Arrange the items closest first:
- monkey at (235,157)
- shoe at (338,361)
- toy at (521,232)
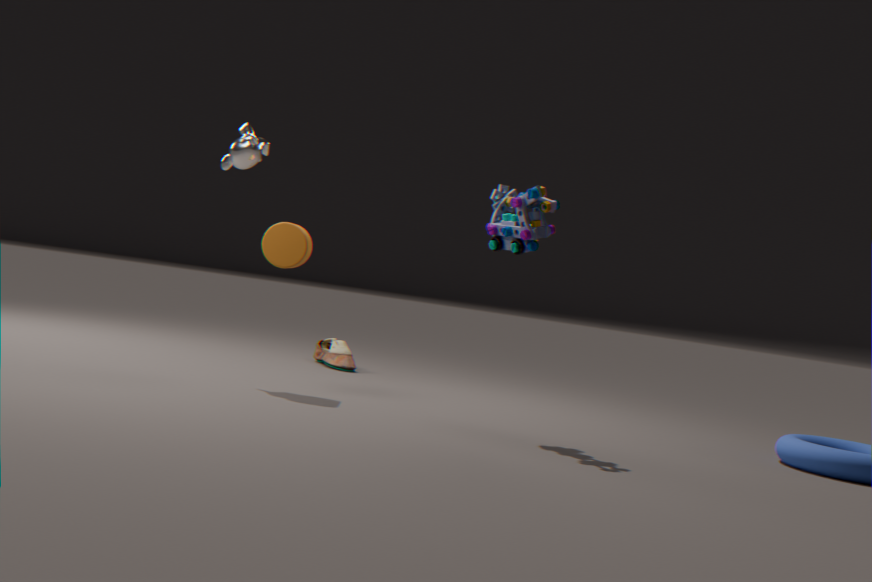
toy at (521,232) → monkey at (235,157) → shoe at (338,361)
